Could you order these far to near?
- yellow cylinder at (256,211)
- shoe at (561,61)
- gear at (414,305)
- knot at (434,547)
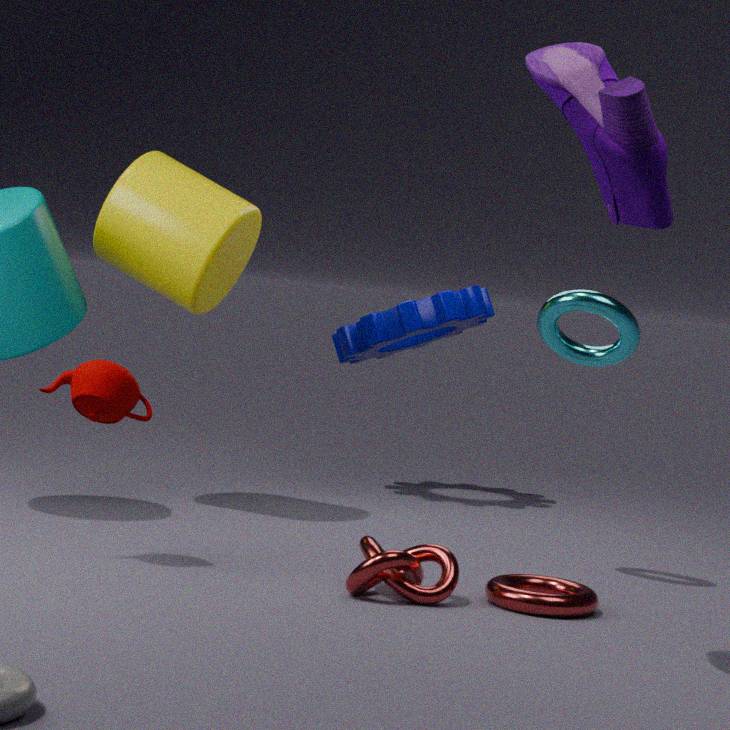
gear at (414,305)
yellow cylinder at (256,211)
knot at (434,547)
shoe at (561,61)
